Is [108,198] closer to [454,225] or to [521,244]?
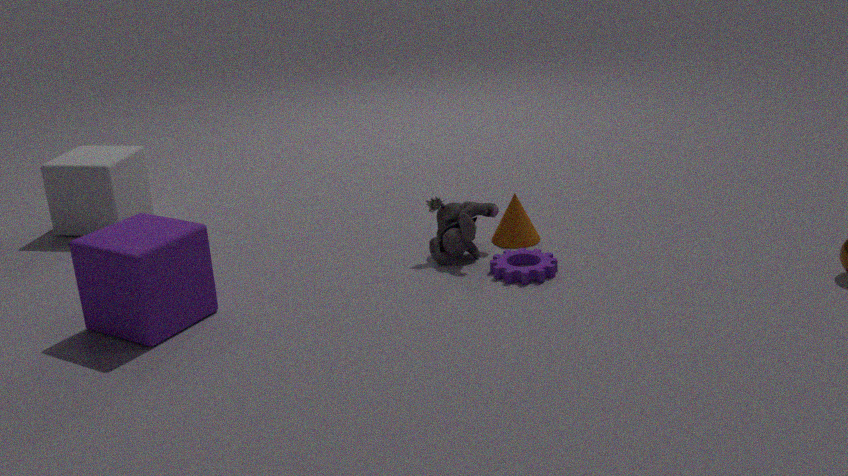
[454,225]
